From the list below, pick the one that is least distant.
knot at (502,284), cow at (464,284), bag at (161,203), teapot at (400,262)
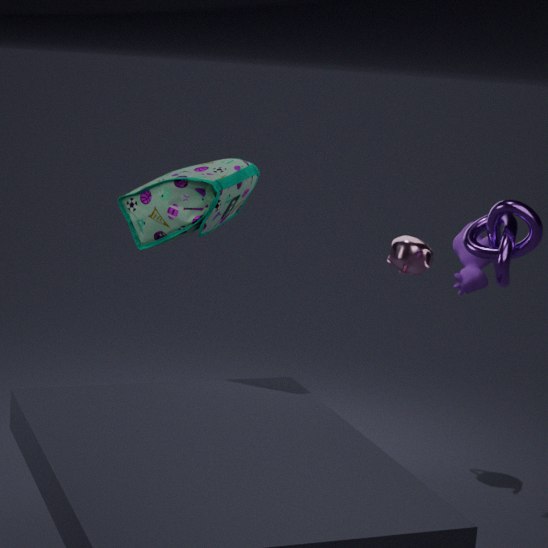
knot at (502,284)
